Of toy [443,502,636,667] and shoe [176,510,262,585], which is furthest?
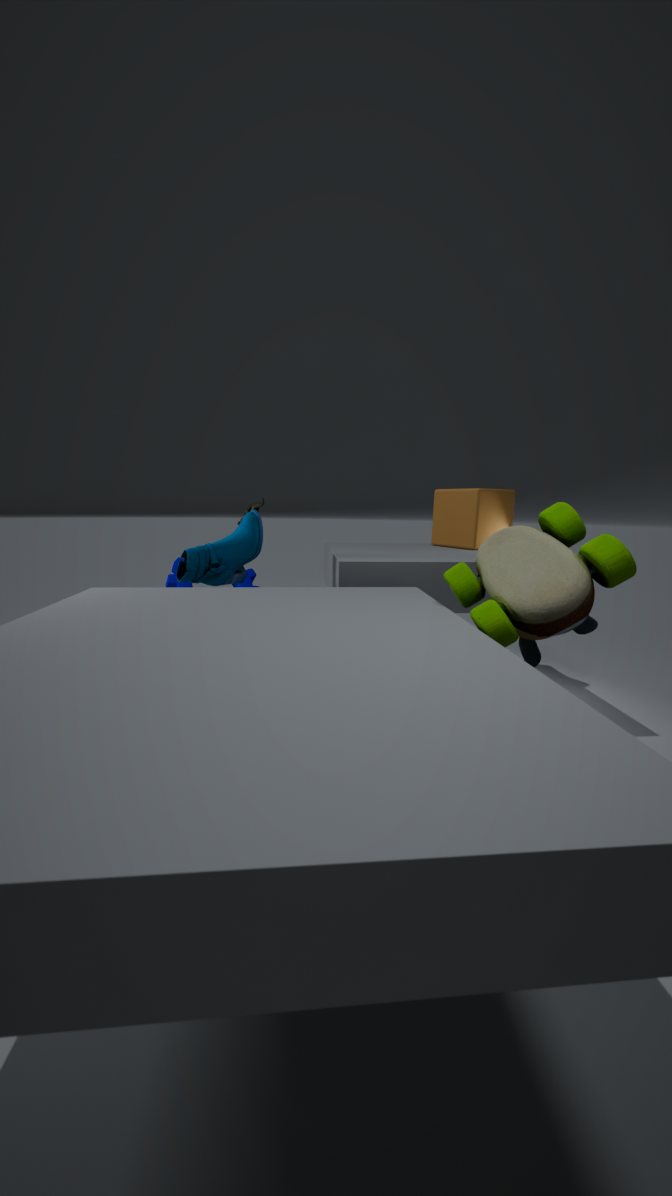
shoe [176,510,262,585]
